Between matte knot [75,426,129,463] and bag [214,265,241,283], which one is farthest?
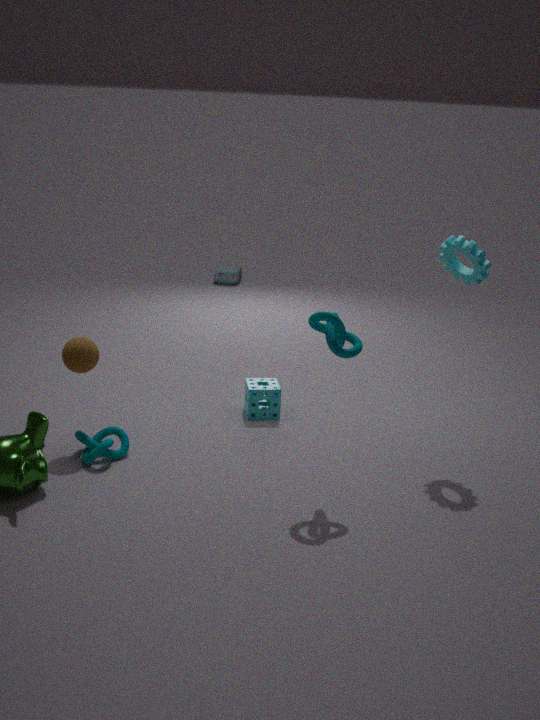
bag [214,265,241,283]
